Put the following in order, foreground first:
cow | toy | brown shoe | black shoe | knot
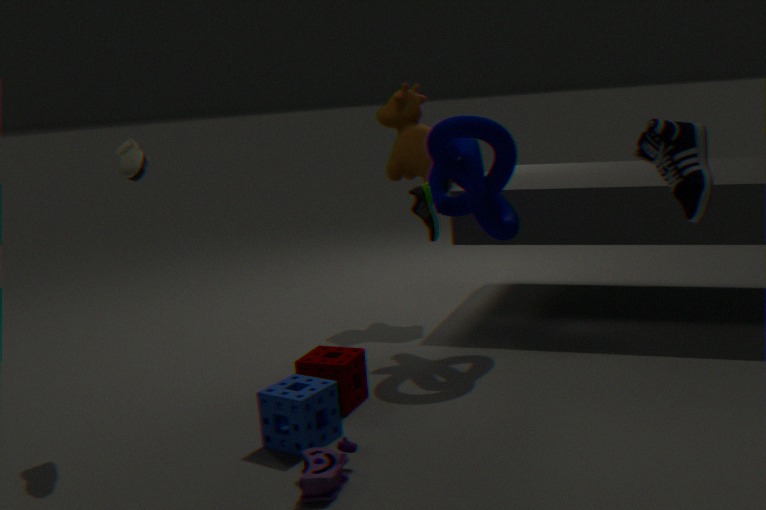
black shoe
toy
brown shoe
knot
cow
